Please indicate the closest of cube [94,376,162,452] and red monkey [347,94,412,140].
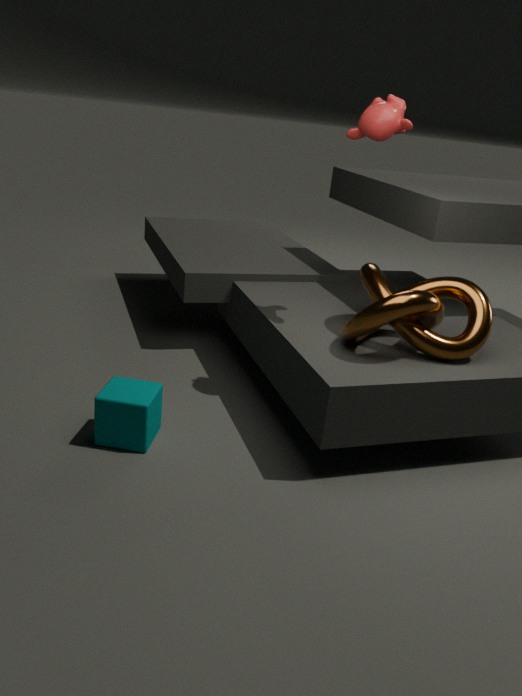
cube [94,376,162,452]
